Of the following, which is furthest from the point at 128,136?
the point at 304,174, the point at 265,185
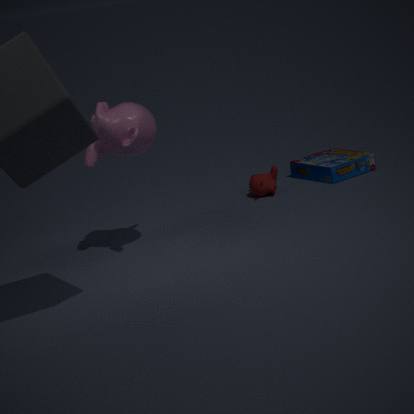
the point at 304,174
